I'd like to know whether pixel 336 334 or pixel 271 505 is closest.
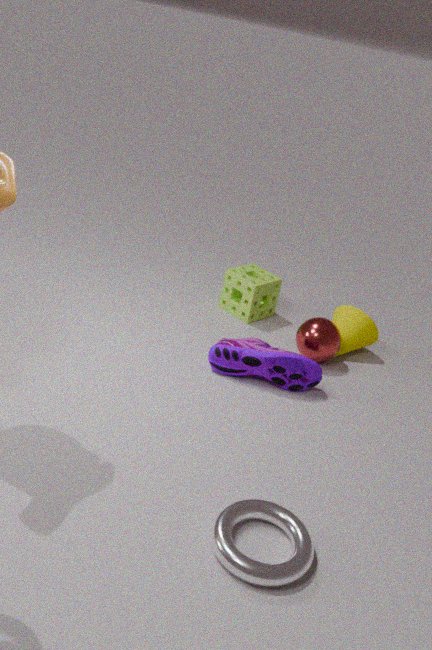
pixel 271 505
